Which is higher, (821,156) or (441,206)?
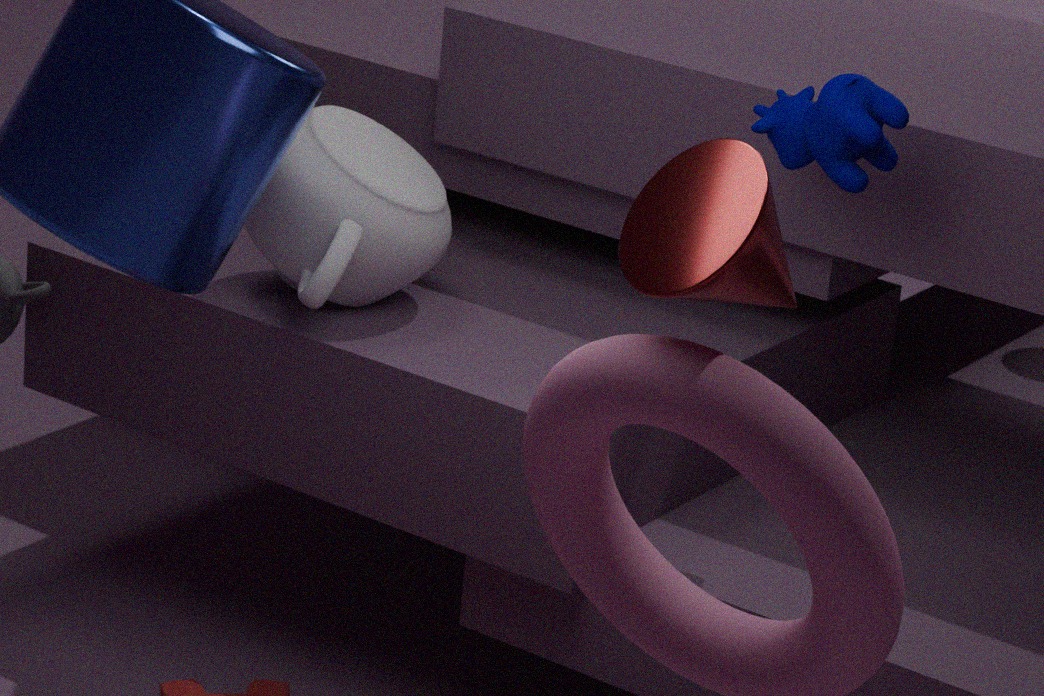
(821,156)
